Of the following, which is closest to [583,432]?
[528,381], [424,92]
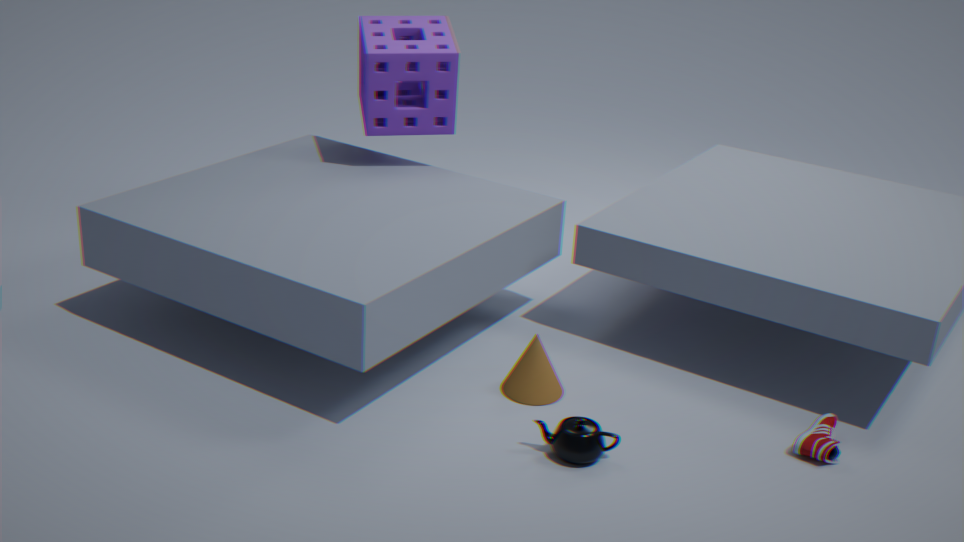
[528,381]
